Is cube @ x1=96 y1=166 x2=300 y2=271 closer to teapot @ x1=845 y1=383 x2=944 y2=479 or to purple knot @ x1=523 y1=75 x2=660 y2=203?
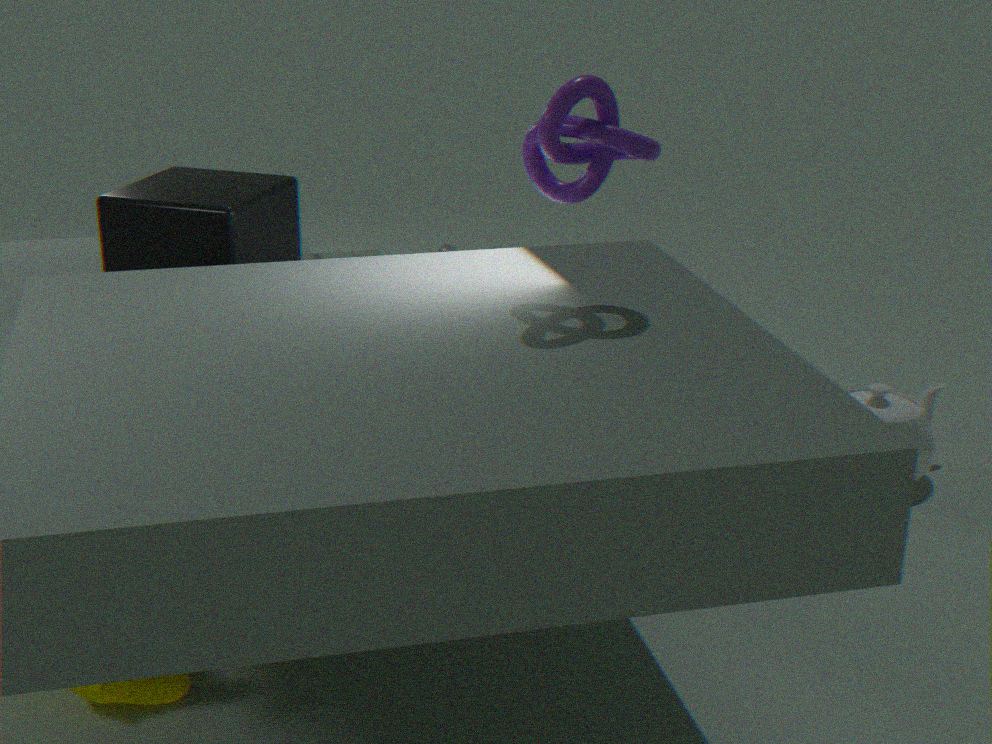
purple knot @ x1=523 y1=75 x2=660 y2=203
